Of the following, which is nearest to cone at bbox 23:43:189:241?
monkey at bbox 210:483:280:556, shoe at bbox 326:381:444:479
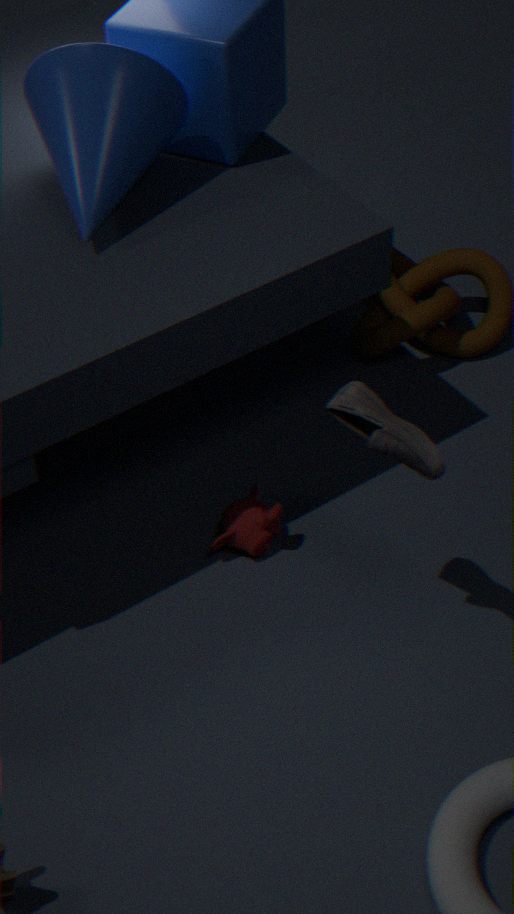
shoe at bbox 326:381:444:479
